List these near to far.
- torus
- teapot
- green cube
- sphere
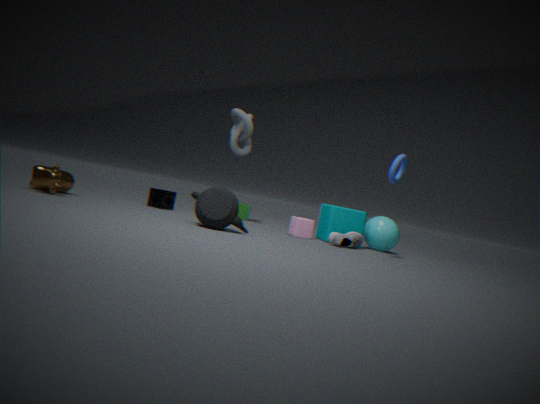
teapot, torus, sphere, green cube
